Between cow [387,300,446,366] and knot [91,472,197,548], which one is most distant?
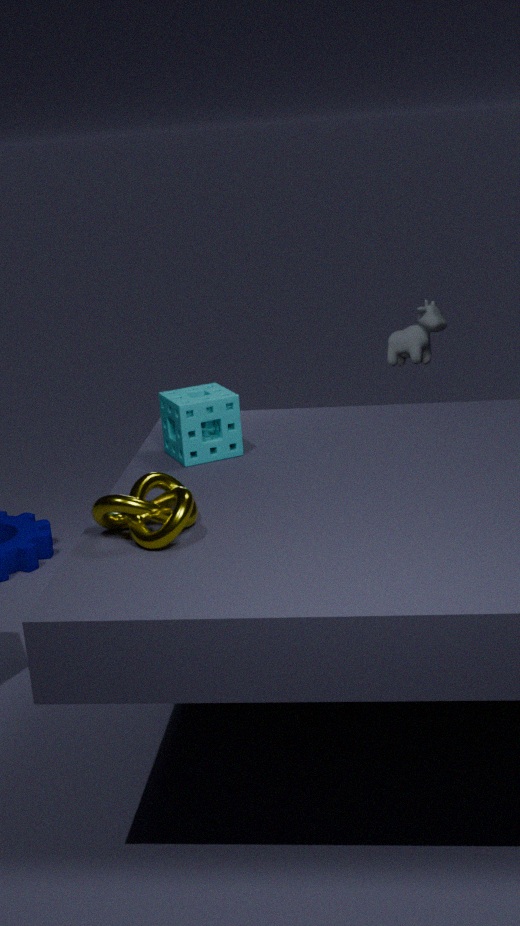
cow [387,300,446,366]
